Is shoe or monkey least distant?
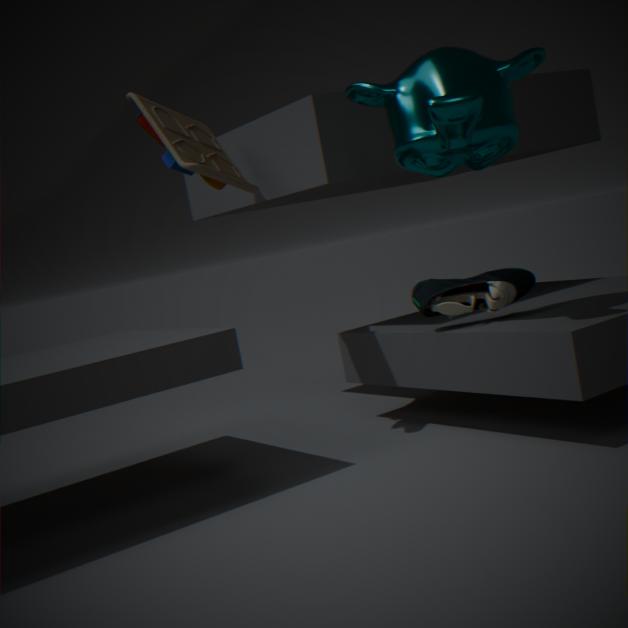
monkey
